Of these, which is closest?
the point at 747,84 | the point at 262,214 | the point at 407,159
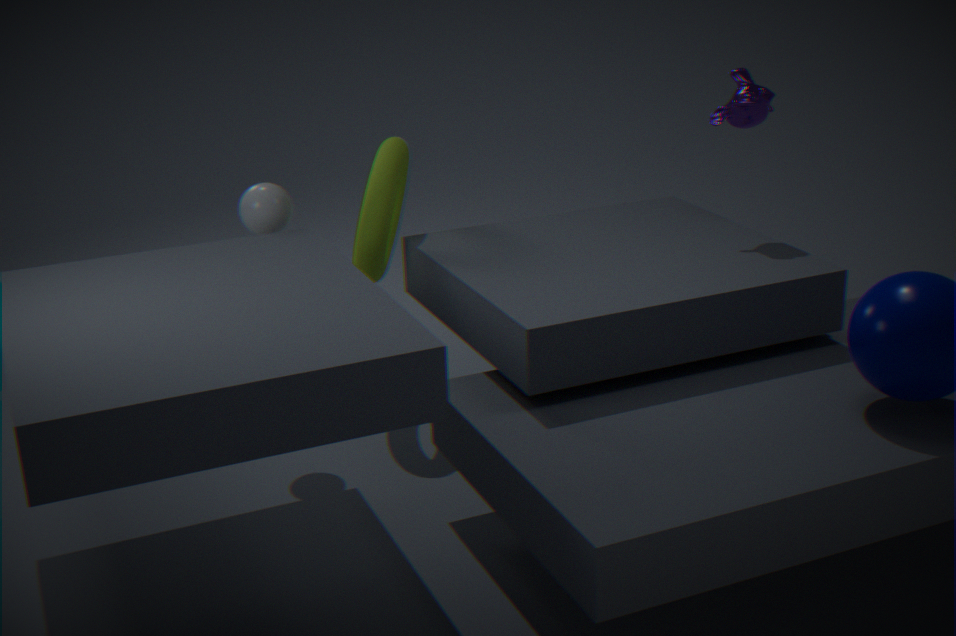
the point at 262,214
